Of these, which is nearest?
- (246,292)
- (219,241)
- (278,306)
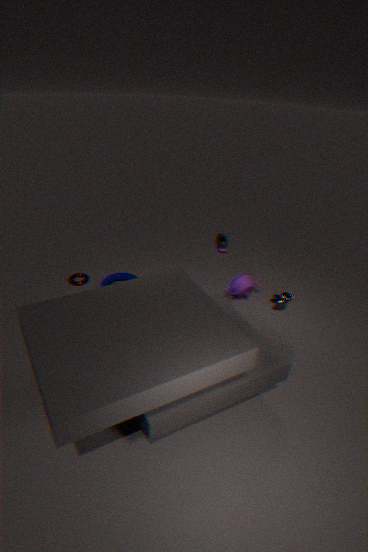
(278,306)
